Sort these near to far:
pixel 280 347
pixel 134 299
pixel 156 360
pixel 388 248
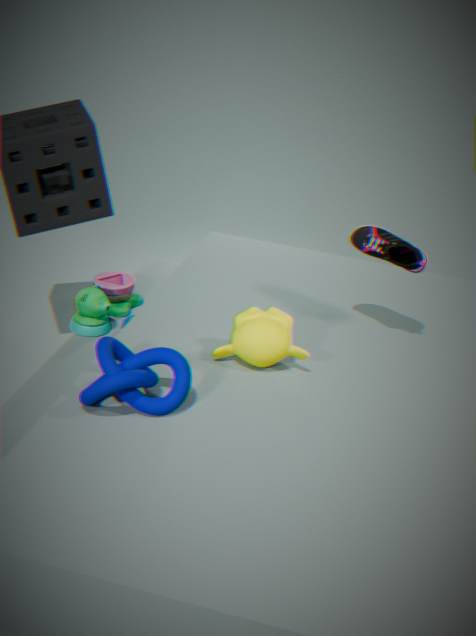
pixel 156 360
pixel 280 347
pixel 388 248
pixel 134 299
